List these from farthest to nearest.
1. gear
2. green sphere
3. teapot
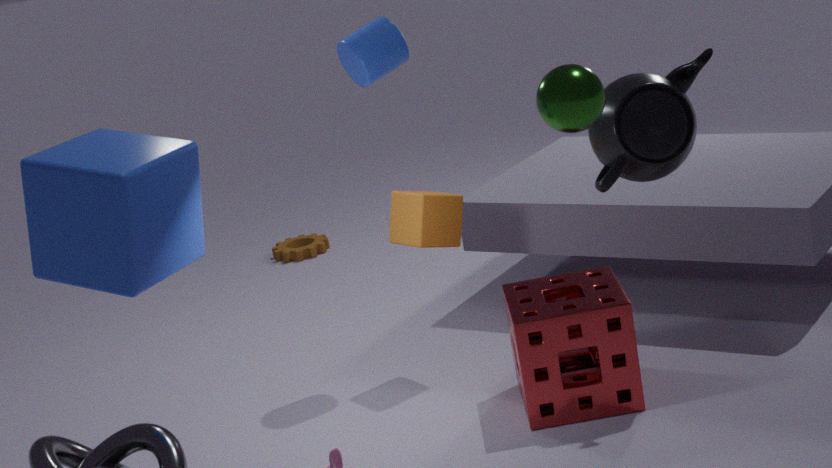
gear → teapot → green sphere
